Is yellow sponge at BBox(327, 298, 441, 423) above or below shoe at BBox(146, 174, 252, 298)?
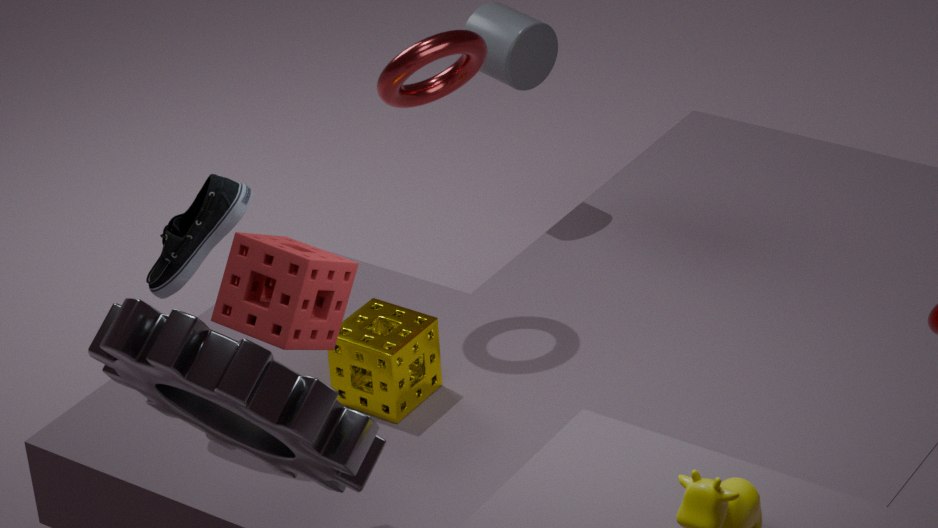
below
